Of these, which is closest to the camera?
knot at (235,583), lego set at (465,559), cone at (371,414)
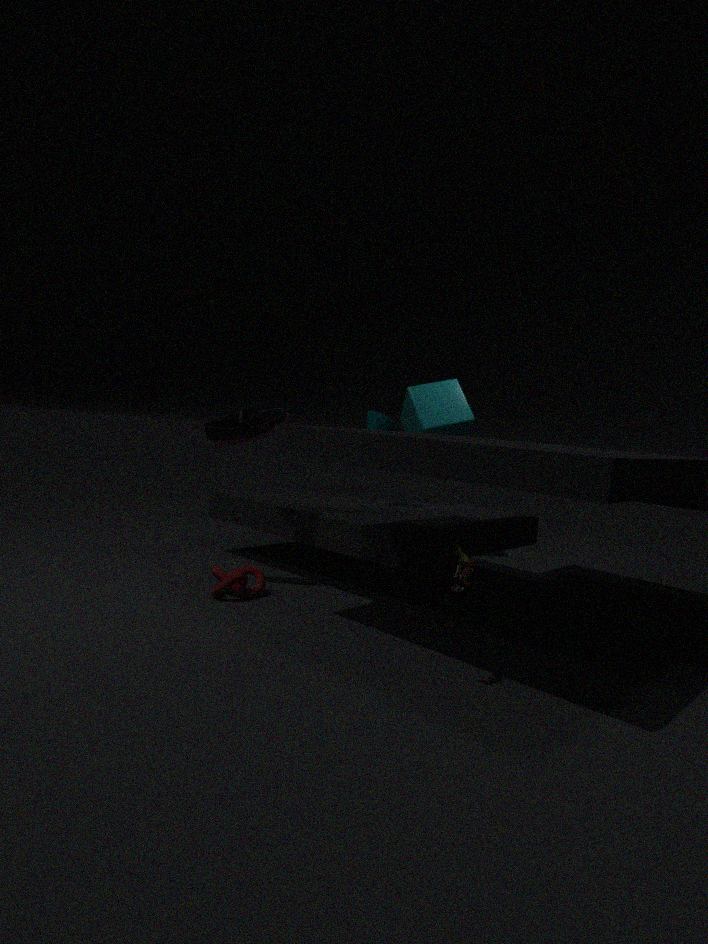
lego set at (465,559)
